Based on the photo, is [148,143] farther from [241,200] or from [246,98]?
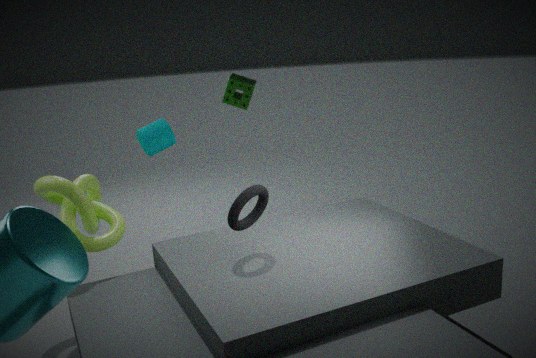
[241,200]
